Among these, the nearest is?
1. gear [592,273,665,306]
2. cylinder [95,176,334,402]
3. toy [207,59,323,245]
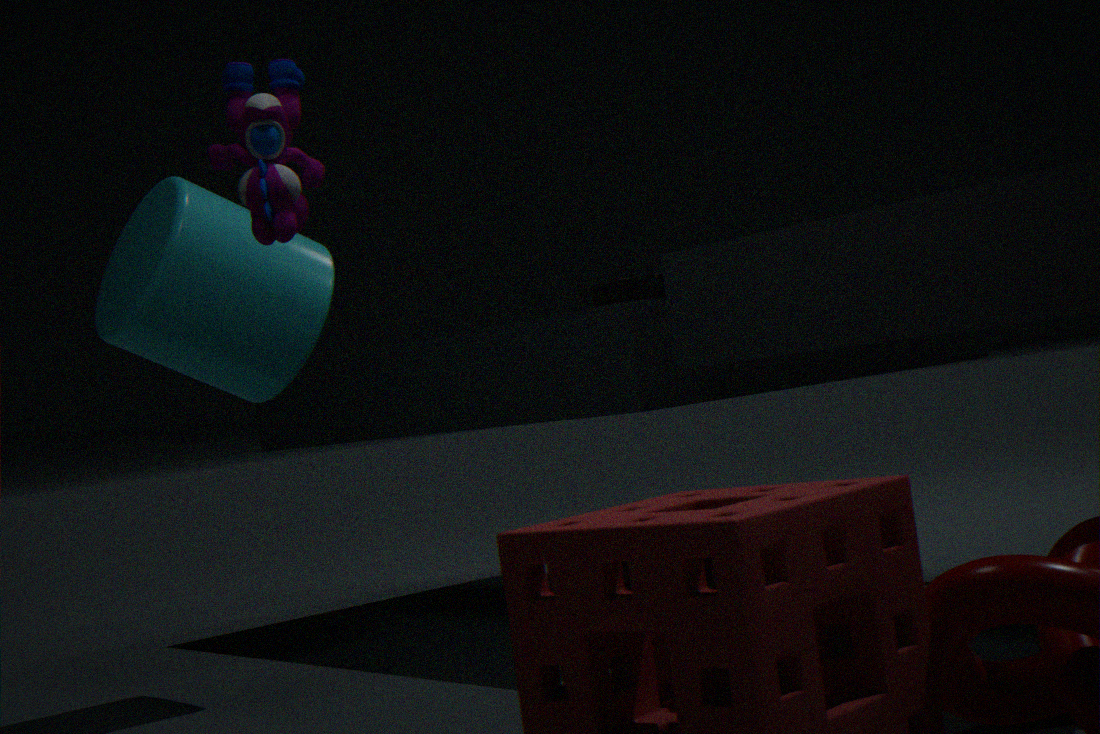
toy [207,59,323,245]
